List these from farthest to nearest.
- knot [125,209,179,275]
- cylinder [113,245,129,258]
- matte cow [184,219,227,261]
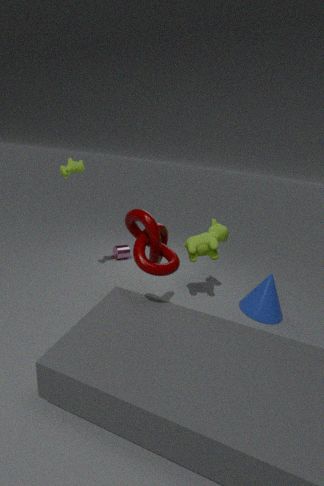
cylinder [113,245,129,258] → matte cow [184,219,227,261] → knot [125,209,179,275]
